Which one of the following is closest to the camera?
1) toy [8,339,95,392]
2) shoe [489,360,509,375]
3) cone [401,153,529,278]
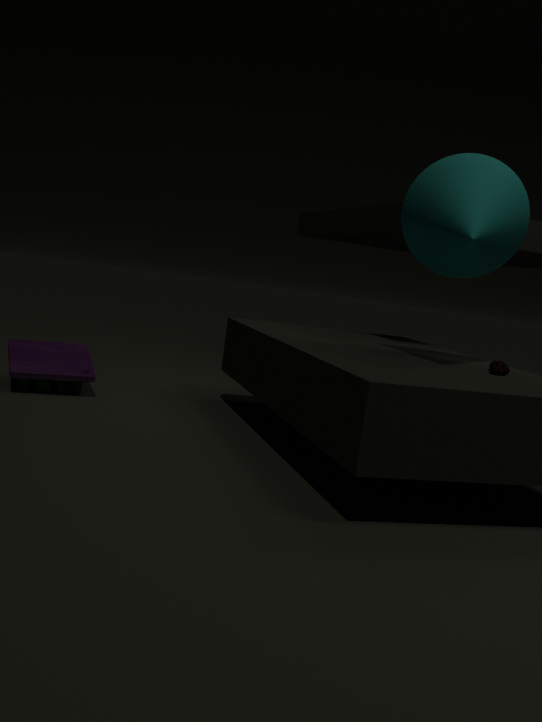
2. shoe [489,360,509,375]
